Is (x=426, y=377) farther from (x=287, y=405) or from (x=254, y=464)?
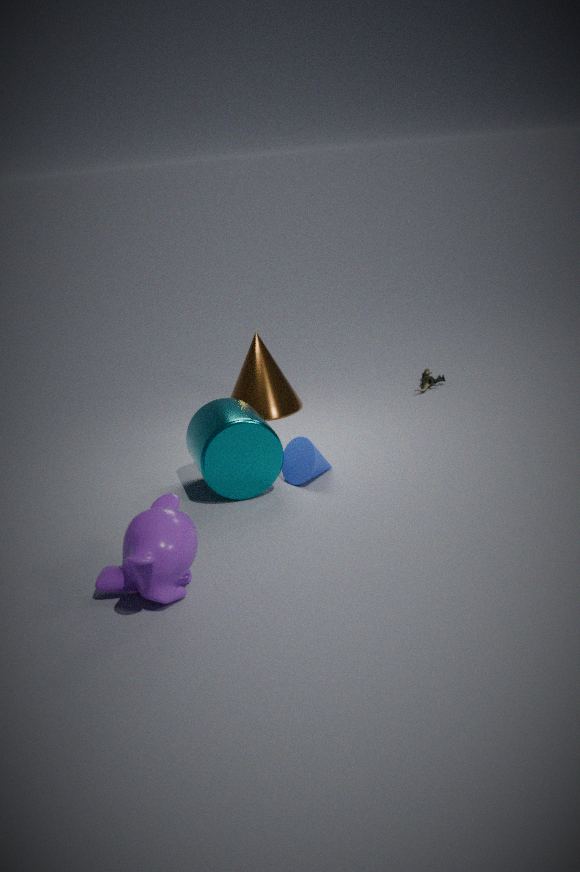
(x=254, y=464)
